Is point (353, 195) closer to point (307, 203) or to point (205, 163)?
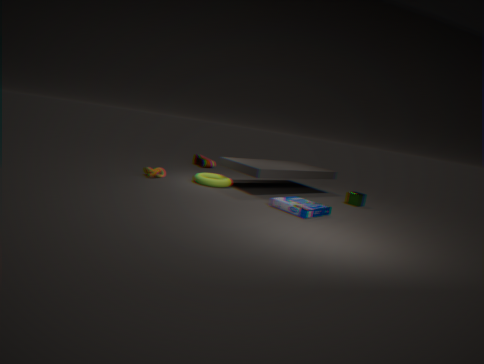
point (307, 203)
